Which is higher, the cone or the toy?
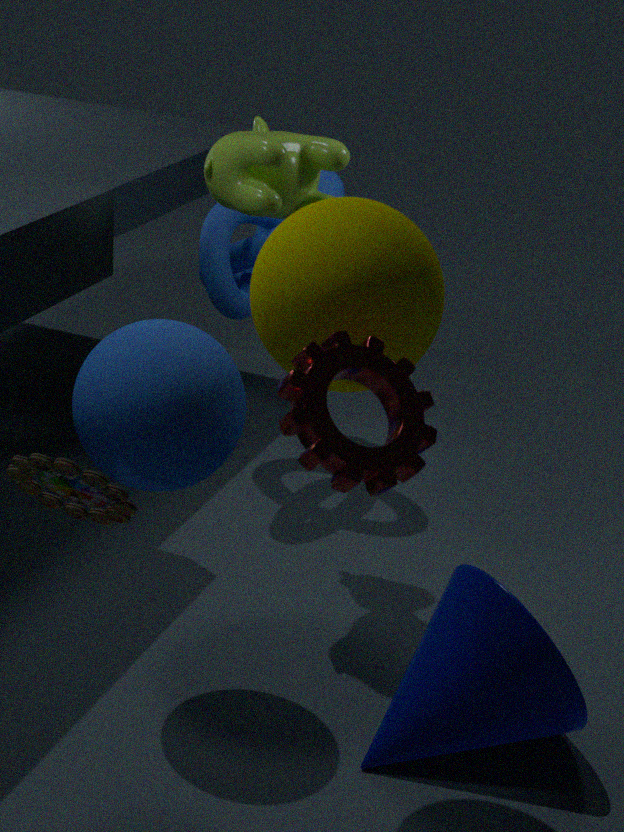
the toy
